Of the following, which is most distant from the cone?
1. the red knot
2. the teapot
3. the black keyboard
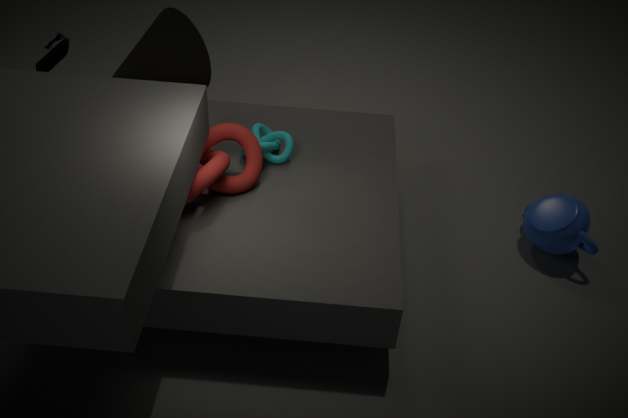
the teapot
